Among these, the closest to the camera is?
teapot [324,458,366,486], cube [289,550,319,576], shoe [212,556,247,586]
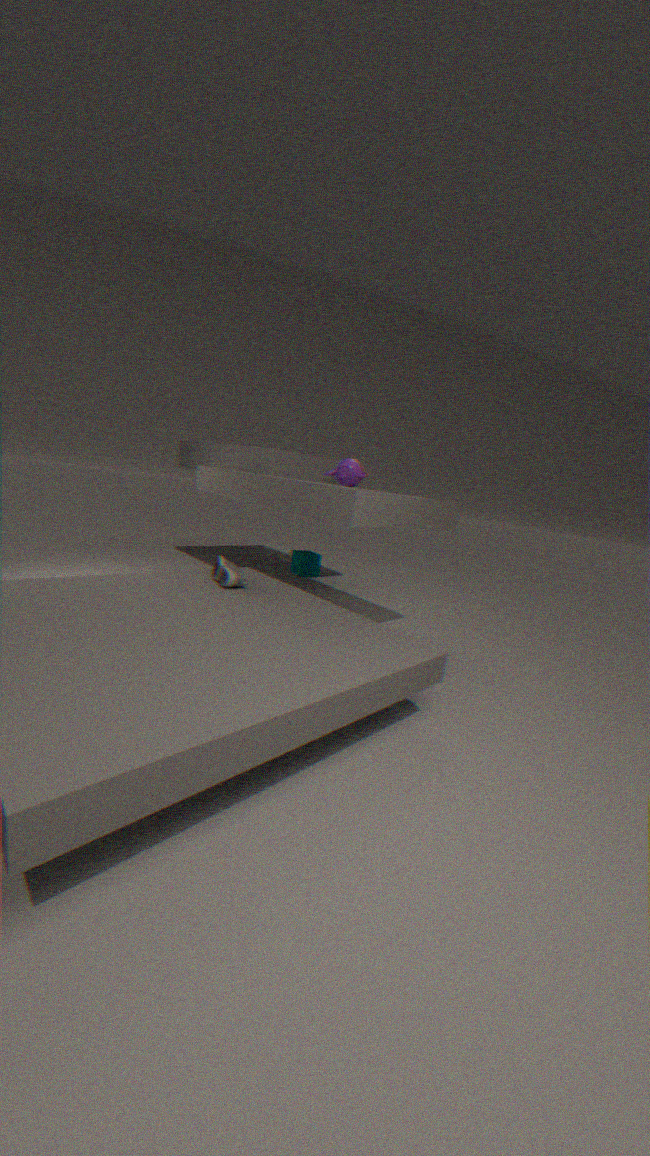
shoe [212,556,247,586]
